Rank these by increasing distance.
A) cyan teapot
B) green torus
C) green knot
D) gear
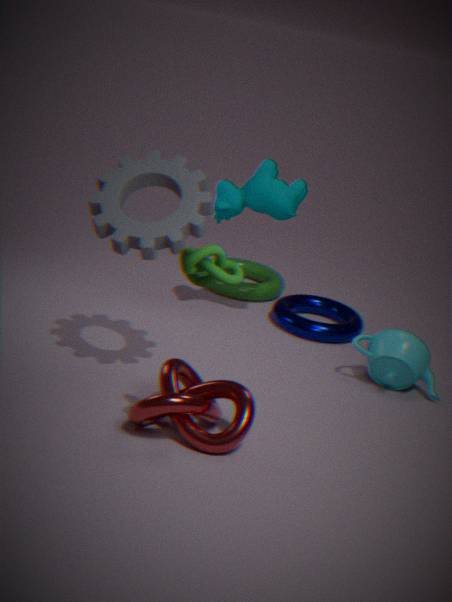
green knot < gear < cyan teapot < green torus
